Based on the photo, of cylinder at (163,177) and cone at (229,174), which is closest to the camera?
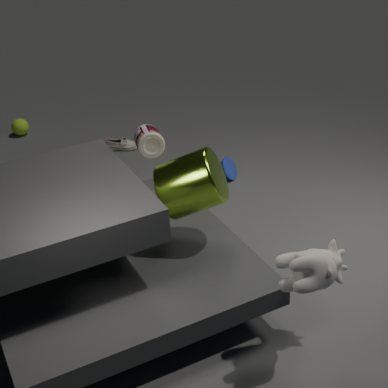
cylinder at (163,177)
